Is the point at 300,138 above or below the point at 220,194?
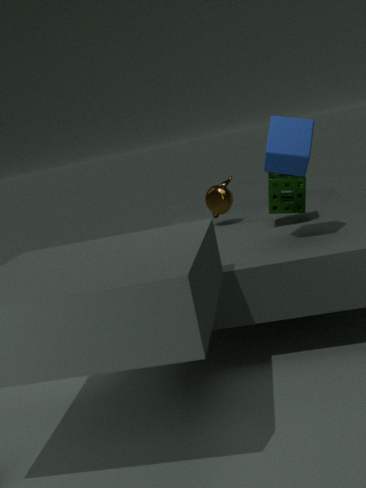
above
